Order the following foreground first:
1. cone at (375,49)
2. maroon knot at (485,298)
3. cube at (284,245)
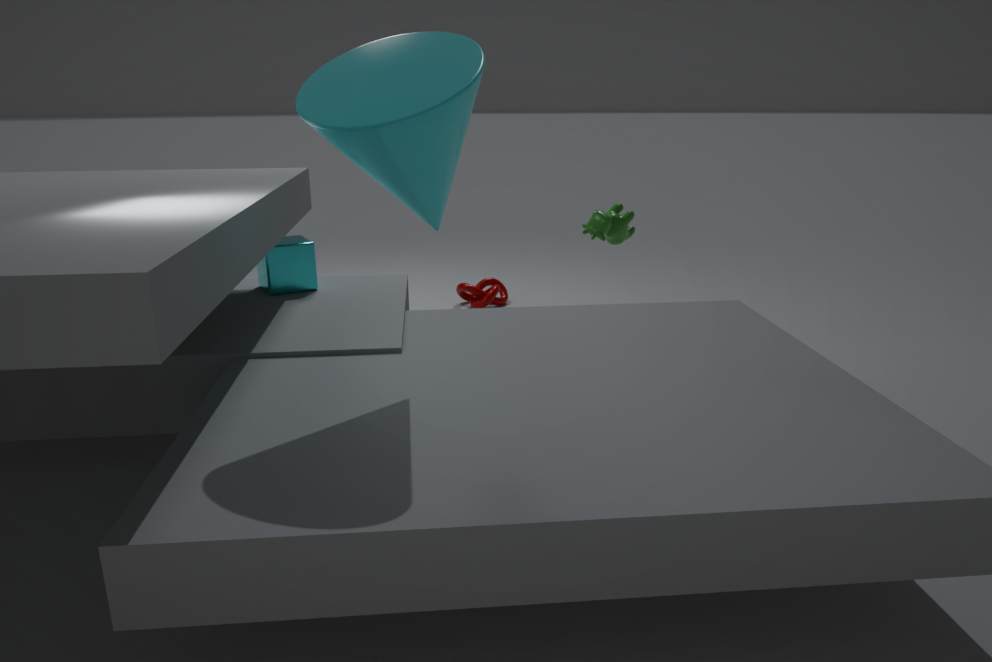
cone at (375,49) < cube at (284,245) < maroon knot at (485,298)
